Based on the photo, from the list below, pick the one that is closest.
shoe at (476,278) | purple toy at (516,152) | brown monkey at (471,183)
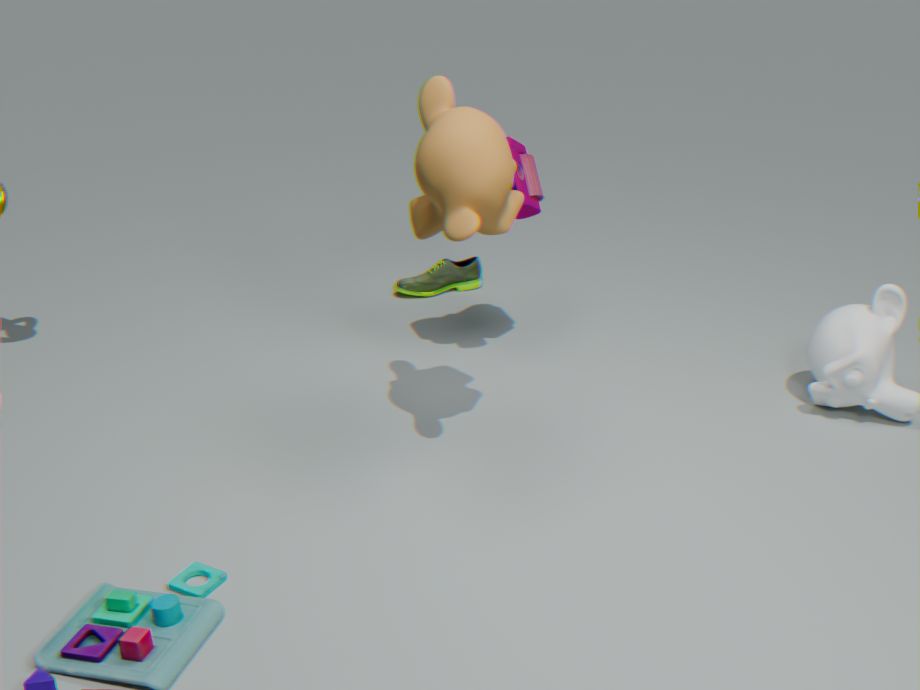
brown monkey at (471,183)
